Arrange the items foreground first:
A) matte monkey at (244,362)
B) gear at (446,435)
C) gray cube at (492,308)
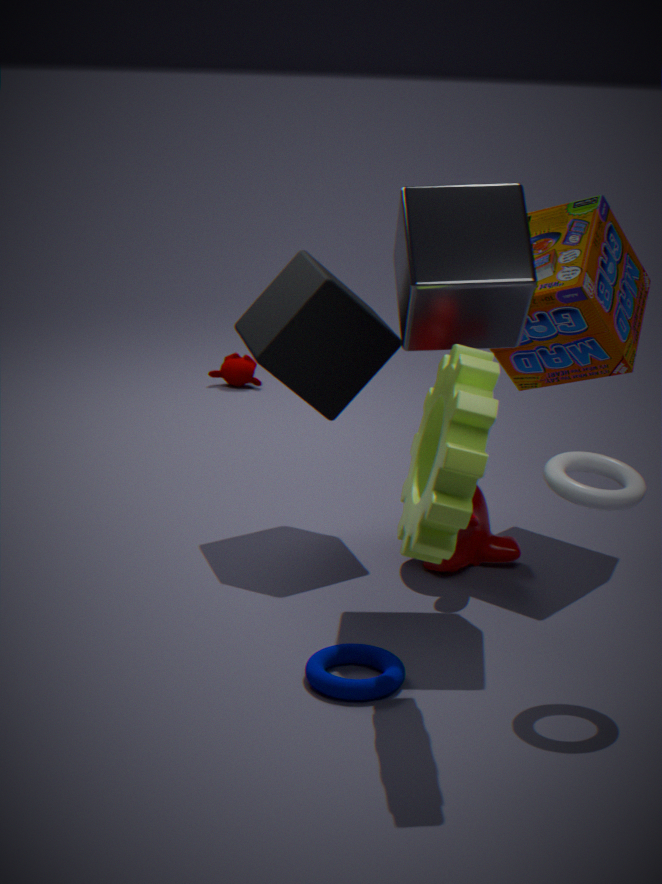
gear at (446,435), gray cube at (492,308), matte monkey at (244,362)
